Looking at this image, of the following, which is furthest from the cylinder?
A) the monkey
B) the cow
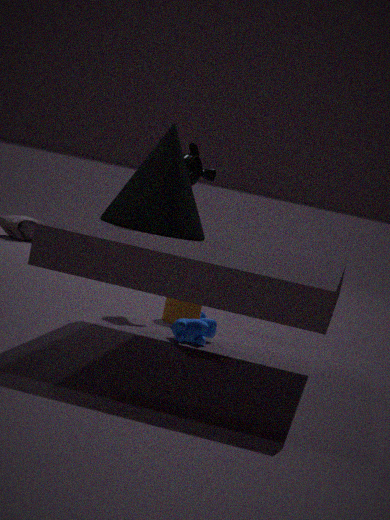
Result: the monkey
